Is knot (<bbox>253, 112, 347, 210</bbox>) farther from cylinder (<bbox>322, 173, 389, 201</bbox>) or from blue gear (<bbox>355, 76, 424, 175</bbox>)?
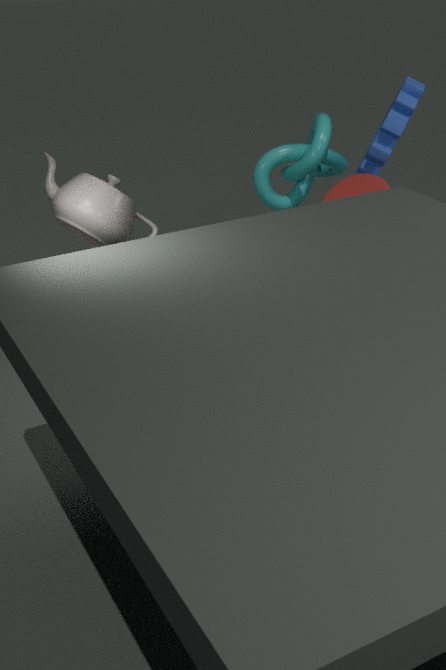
cylinder (<bbox>322, 173, 389, 201</bbox>)
